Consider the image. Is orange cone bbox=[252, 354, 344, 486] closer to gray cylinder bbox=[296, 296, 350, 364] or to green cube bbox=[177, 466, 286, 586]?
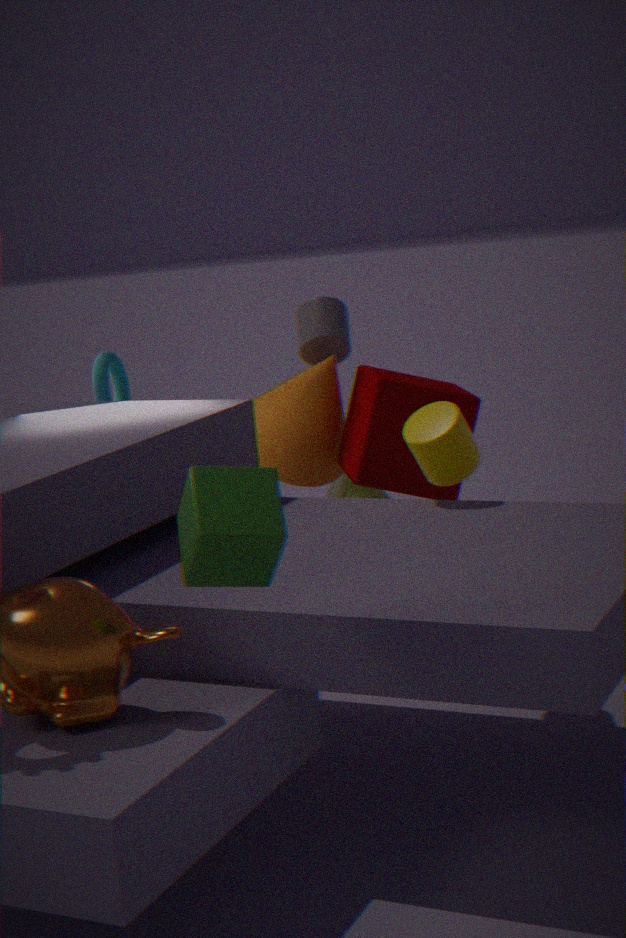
gray cylinder bbox=[296, 296, 350, 364]
